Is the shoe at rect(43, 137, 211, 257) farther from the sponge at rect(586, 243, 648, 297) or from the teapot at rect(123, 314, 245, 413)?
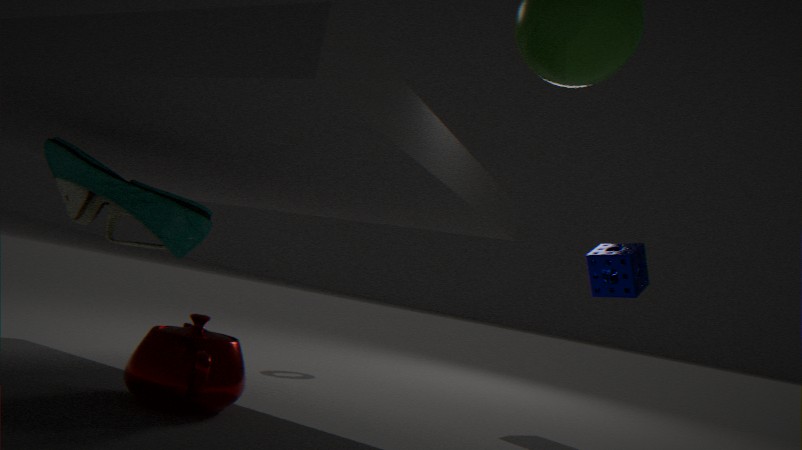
the sponge at rect(586, 243, 648, 297)
